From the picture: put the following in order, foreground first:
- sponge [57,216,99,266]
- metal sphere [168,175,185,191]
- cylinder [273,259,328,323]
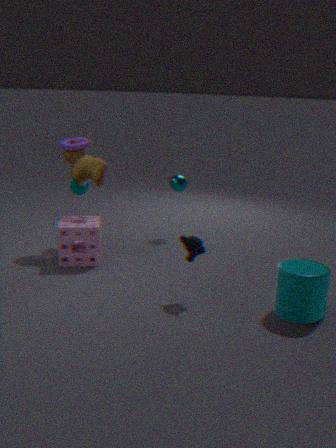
cylinder [273,259,328,323] < sponge [57,216,99,266] < metal sphere [168,175,185,191]
